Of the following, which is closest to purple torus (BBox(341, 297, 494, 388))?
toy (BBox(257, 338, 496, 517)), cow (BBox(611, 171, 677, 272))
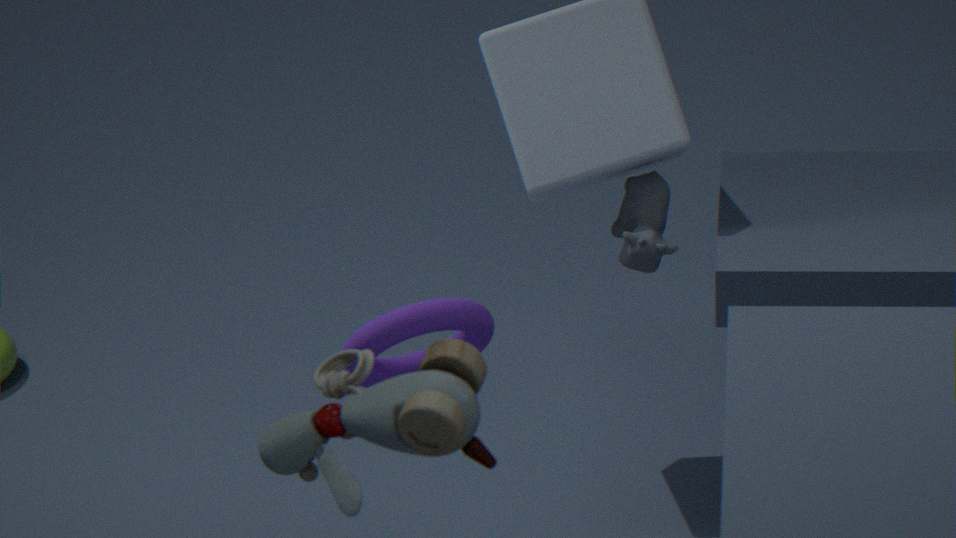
toy (BBox(257, 338, 496, 517))
